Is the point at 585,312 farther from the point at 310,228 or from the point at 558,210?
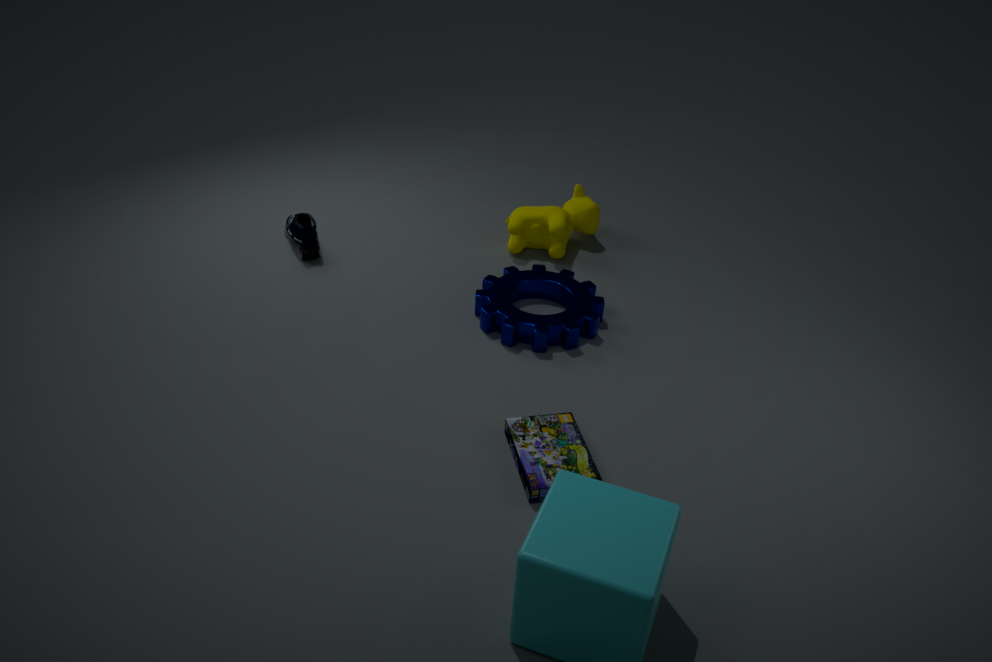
the point at 310,228
